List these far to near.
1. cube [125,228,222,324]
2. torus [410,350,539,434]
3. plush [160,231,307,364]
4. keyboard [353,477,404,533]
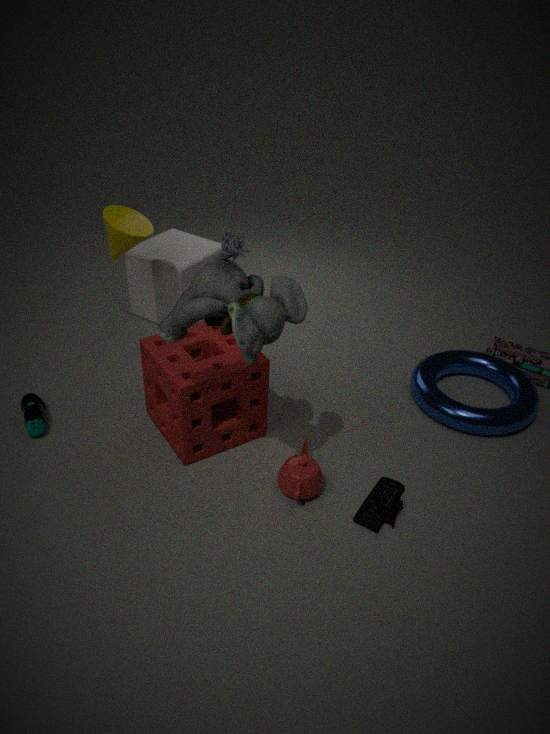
cube [125,228,222,324]
torus [410,350,539,434]
keyboard [353,477,404,533]
plush [160,231,307,364]
